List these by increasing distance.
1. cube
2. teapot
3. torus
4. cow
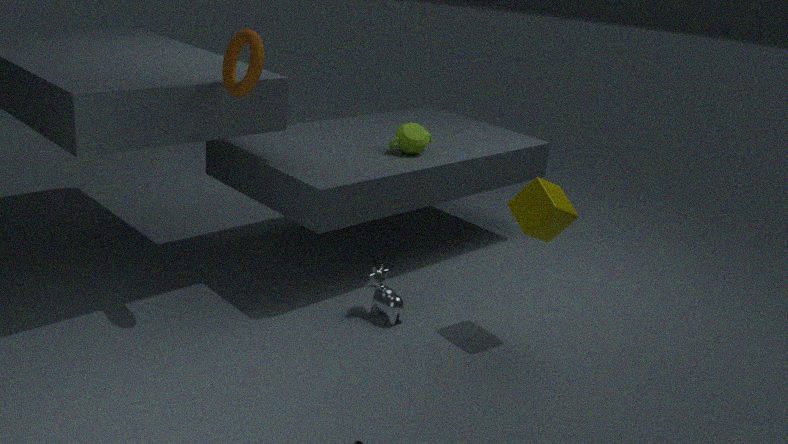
torus → cube → cow → teapot
